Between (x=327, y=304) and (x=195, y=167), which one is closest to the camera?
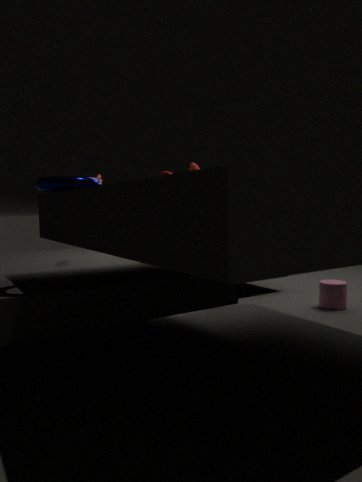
(x=327, y=304)
